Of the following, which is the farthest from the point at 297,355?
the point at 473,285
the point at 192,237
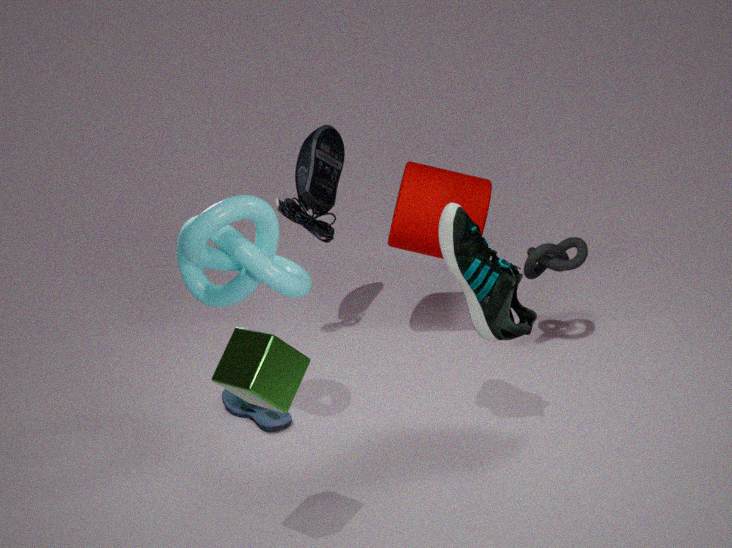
the point at 473,285
